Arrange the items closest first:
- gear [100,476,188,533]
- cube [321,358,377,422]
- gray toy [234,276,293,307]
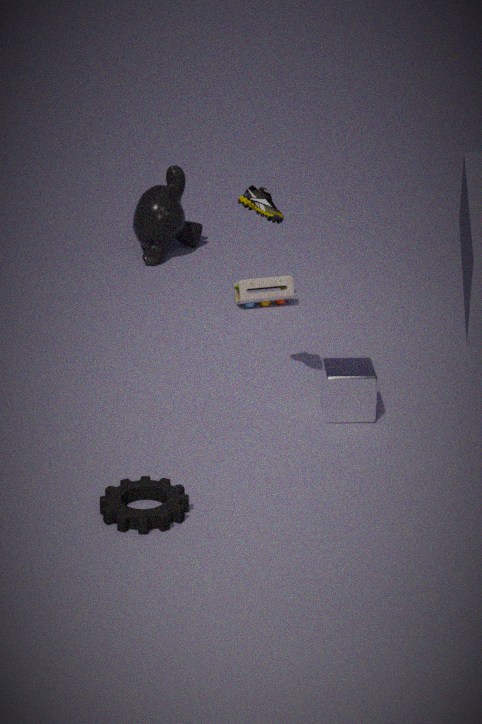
gear [100,476,188,533] → cube [321,358,377,422] → gray toy [234,276,293,307]
